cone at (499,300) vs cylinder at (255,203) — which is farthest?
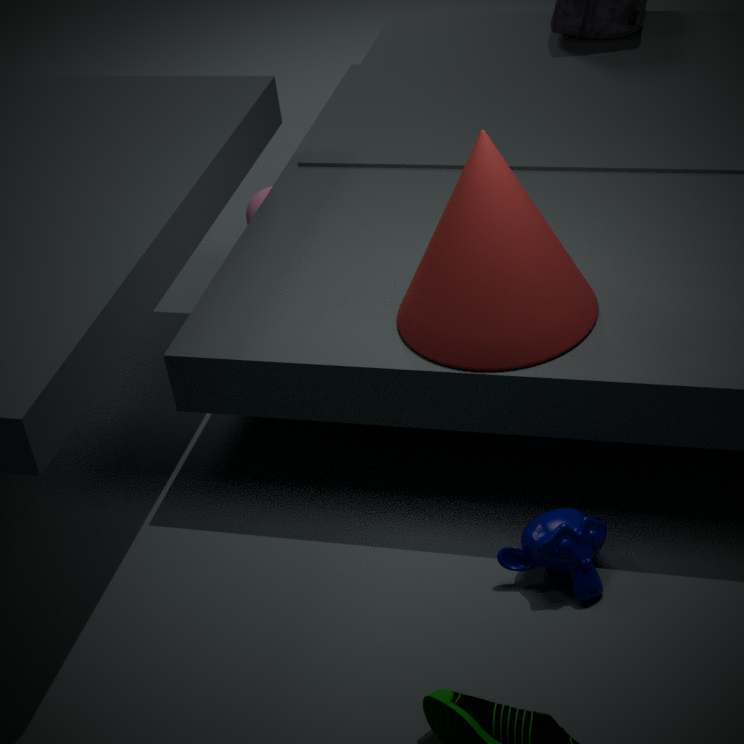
cylinder at (255,203)
